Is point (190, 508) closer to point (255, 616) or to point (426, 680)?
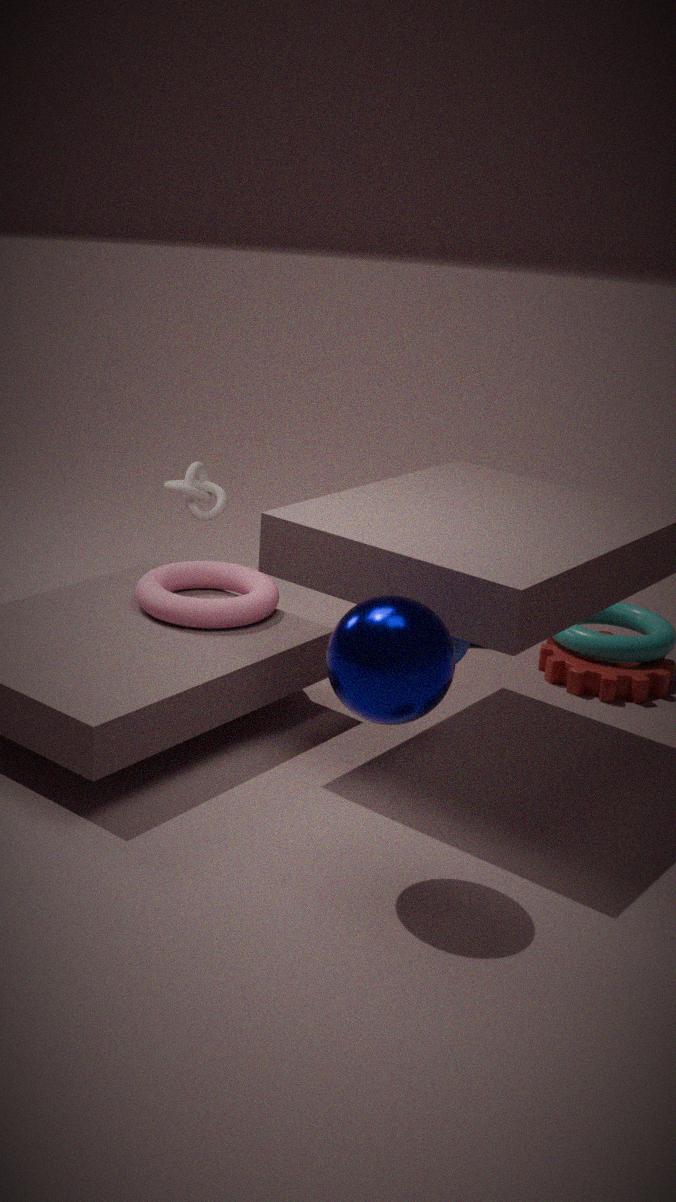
point (255, 616)
